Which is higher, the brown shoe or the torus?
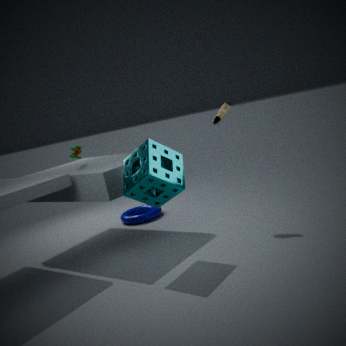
the brown shoe
